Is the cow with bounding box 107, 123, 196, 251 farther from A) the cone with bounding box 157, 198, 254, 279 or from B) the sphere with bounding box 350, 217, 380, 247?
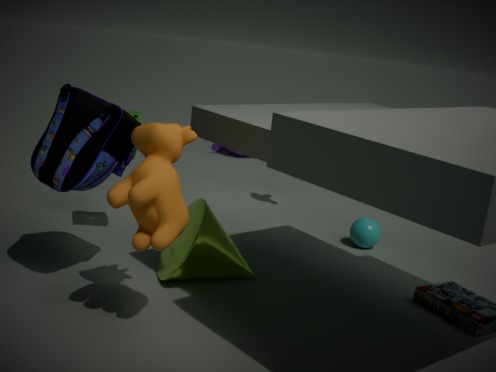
B) the sphere with bounding box 350, 217, 380, 247
